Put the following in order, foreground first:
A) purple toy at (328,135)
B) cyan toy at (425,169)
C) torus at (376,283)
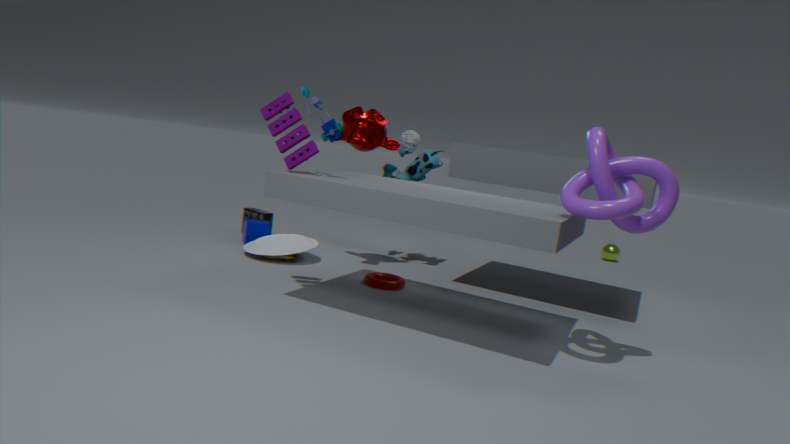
purple toy at (328,135), torus at (376,283), cyan toy at (425,169)
